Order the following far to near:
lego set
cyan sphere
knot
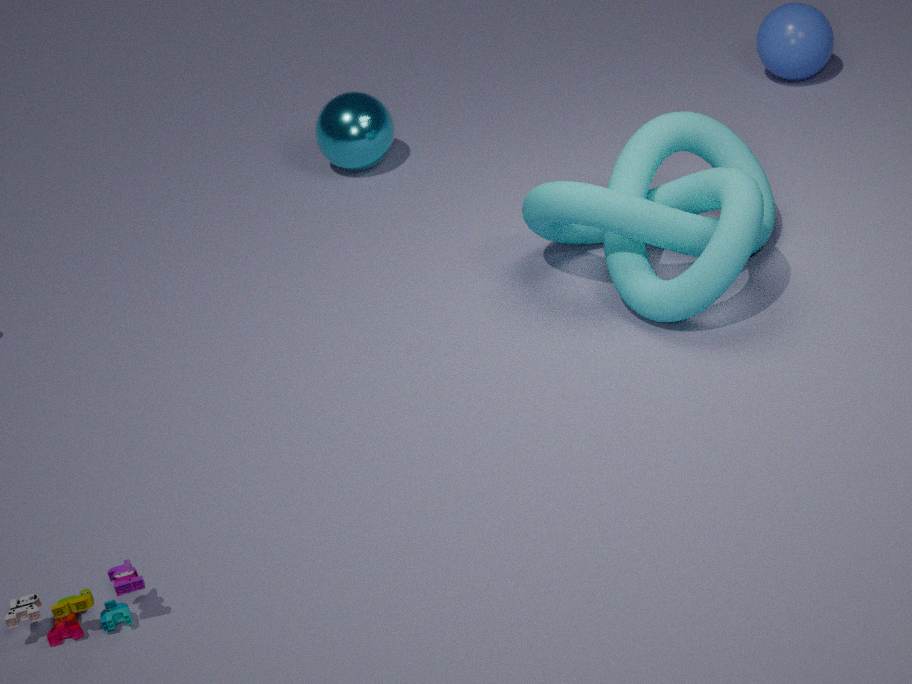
cyan sphere, knot, lego set
